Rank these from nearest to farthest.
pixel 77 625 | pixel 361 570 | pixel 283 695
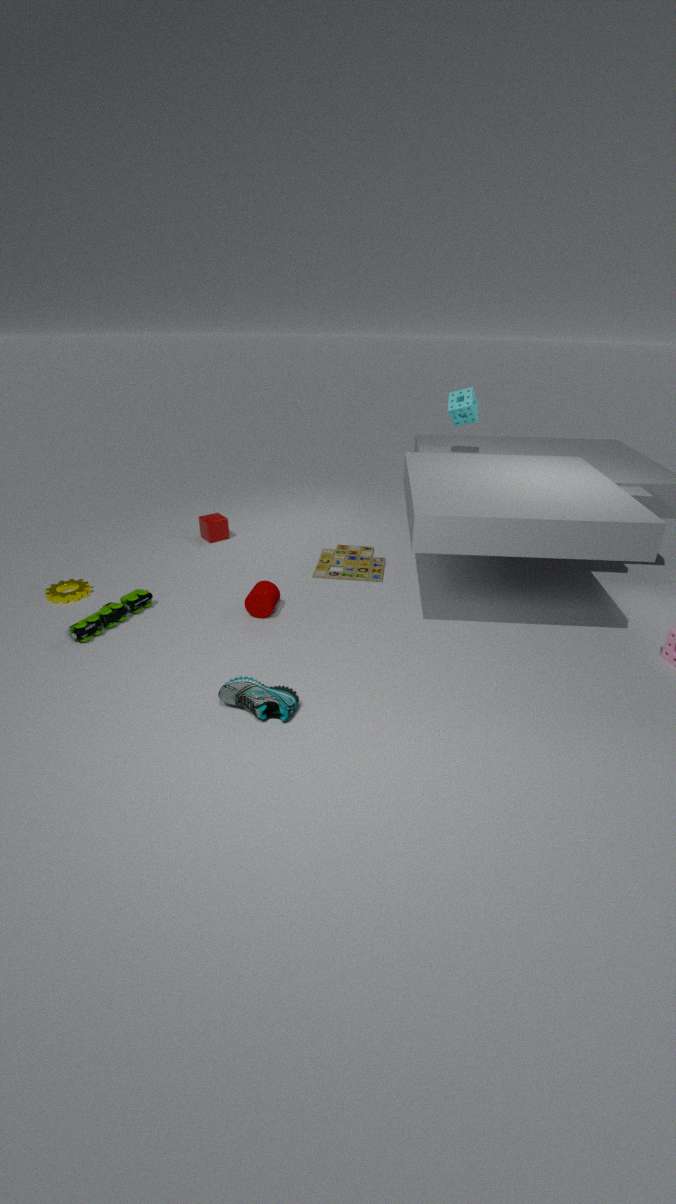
pixel 283 695, pixel 77 625, pixel 361 570
